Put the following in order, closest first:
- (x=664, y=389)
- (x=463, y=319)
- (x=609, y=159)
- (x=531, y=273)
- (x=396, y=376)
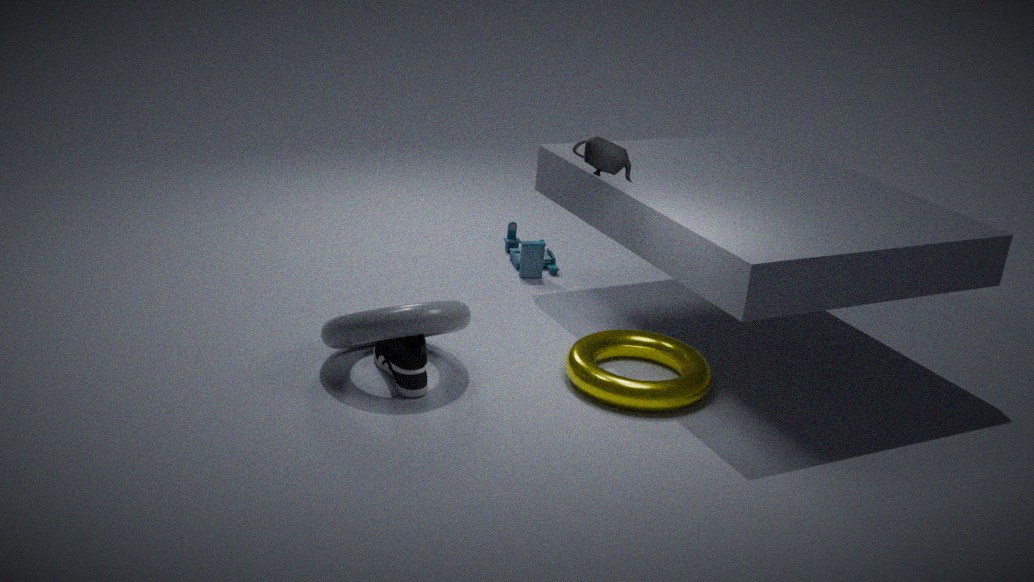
(x=664, y=389) → (x=396, y=376) → (x=463, y=319) → (x=609, y=159) → (x=531, y=273)
